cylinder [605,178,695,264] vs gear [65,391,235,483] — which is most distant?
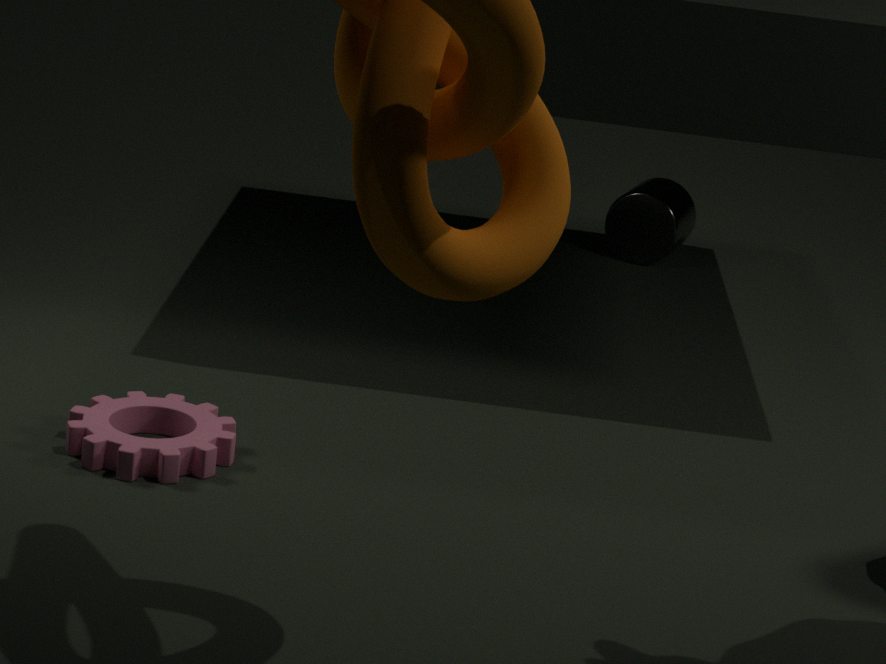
cylinder [605,178,695,264]
